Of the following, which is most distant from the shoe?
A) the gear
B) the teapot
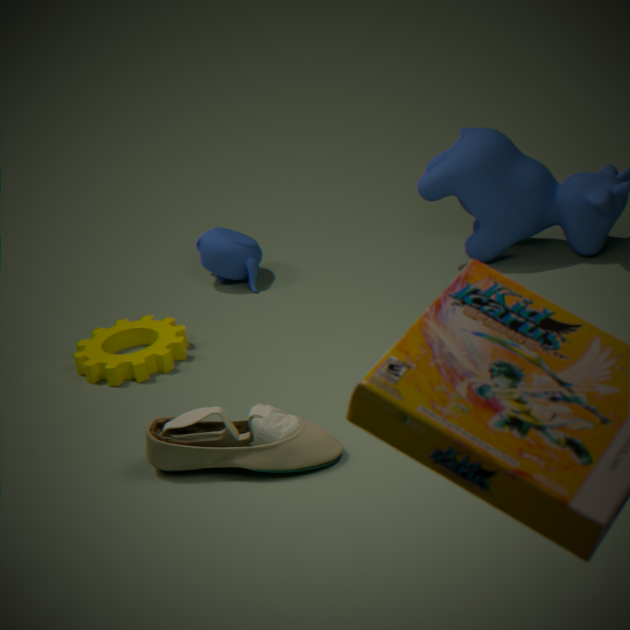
the teapot
